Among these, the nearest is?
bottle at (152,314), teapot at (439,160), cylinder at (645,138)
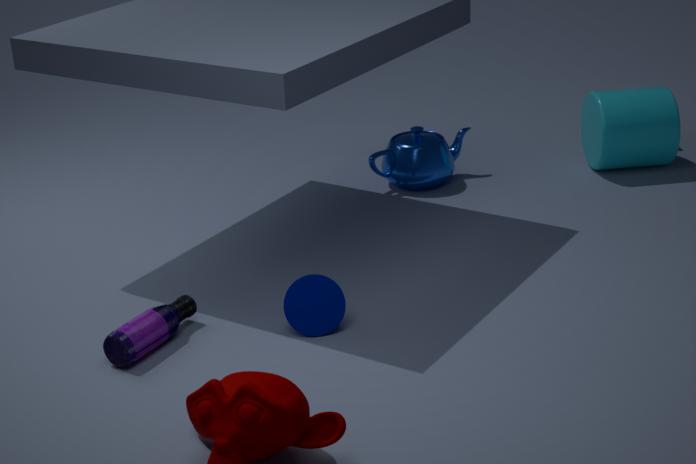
bottle at (152,314)
